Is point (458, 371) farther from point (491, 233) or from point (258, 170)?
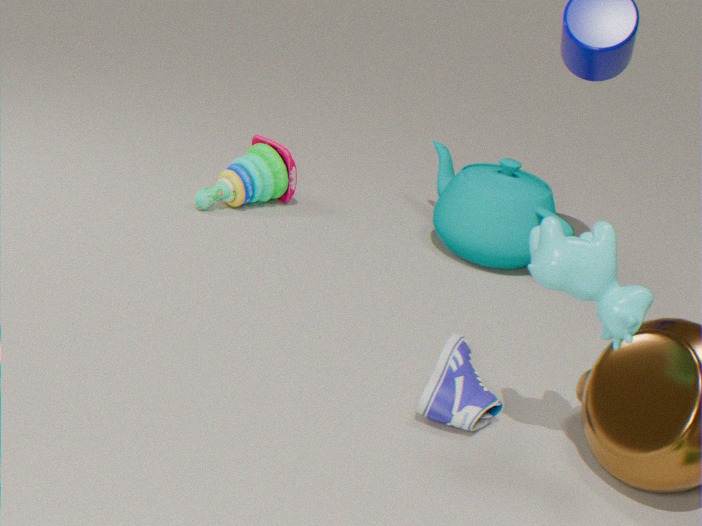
point (258, 170)
